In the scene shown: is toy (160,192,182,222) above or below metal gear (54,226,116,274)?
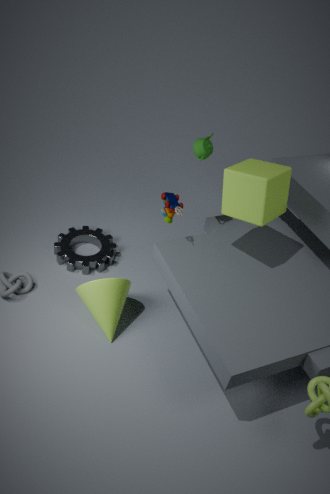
above
